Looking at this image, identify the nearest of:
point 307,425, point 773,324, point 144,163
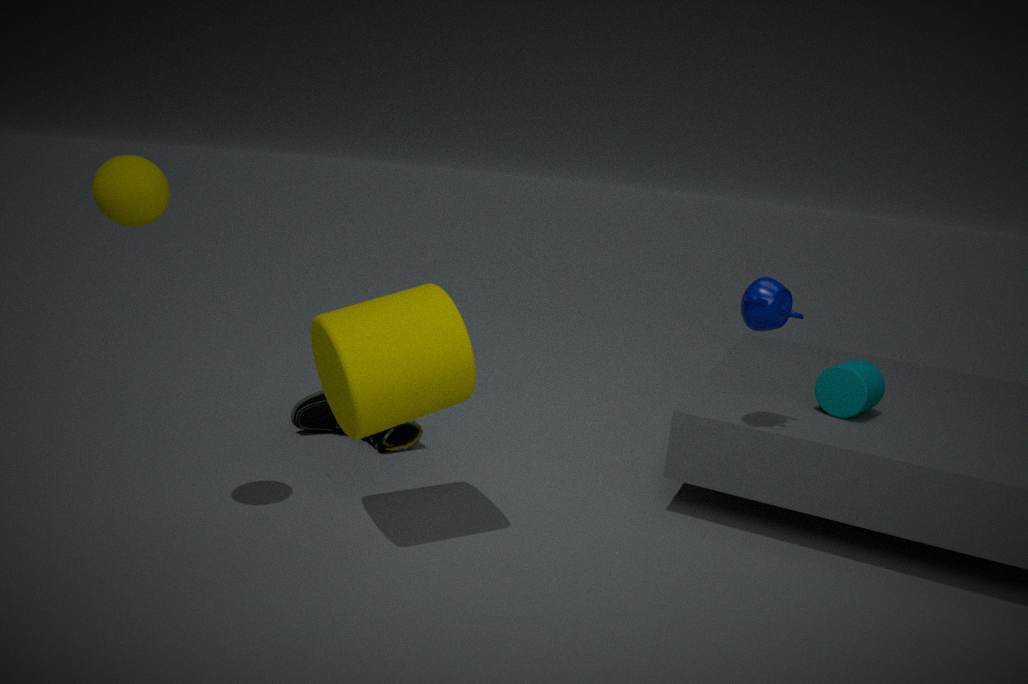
point 144,163
